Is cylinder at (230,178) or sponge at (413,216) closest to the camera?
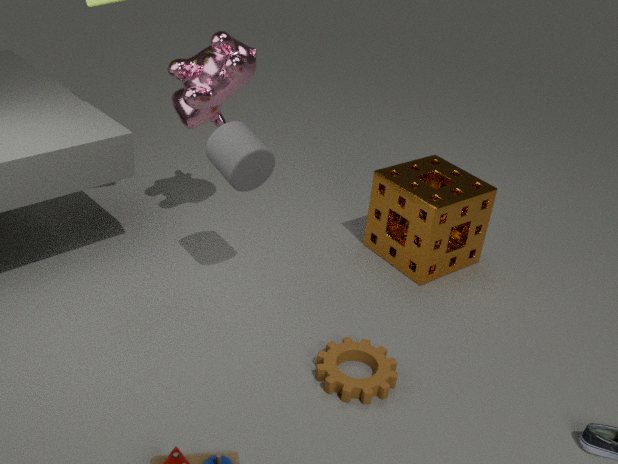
cylinder at (230,178)
